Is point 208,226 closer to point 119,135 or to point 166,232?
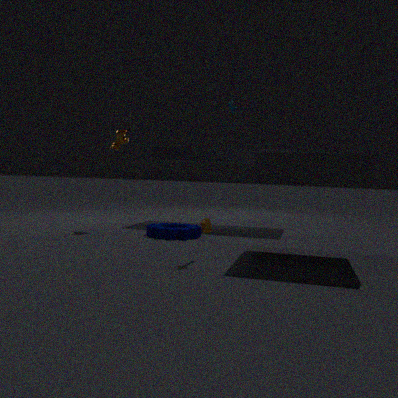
point 166,232
